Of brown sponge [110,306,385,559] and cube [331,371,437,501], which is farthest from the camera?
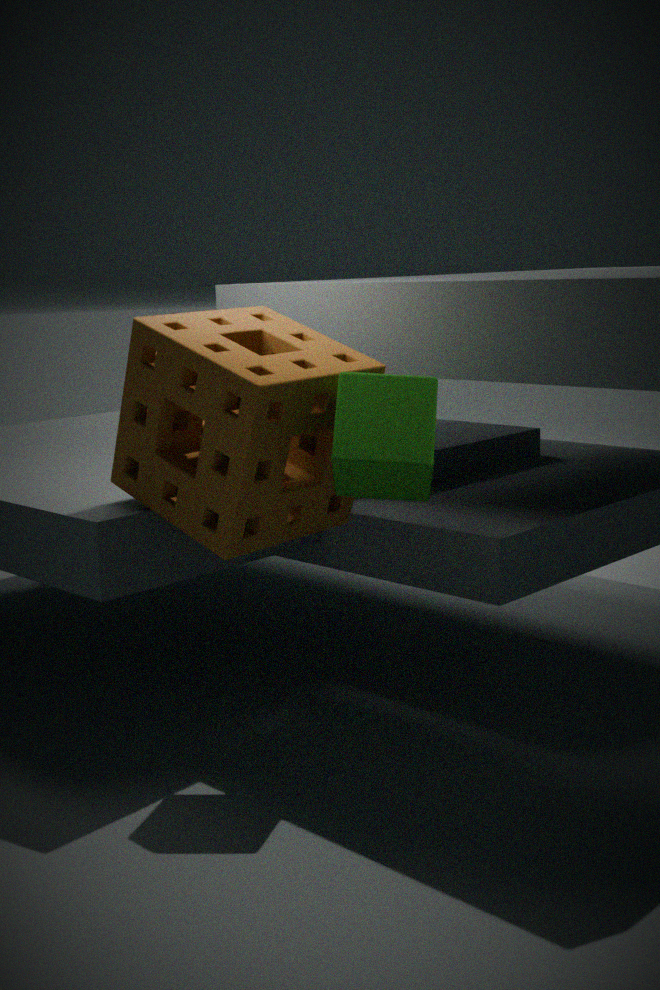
brown sponge [110,306,385,559]
